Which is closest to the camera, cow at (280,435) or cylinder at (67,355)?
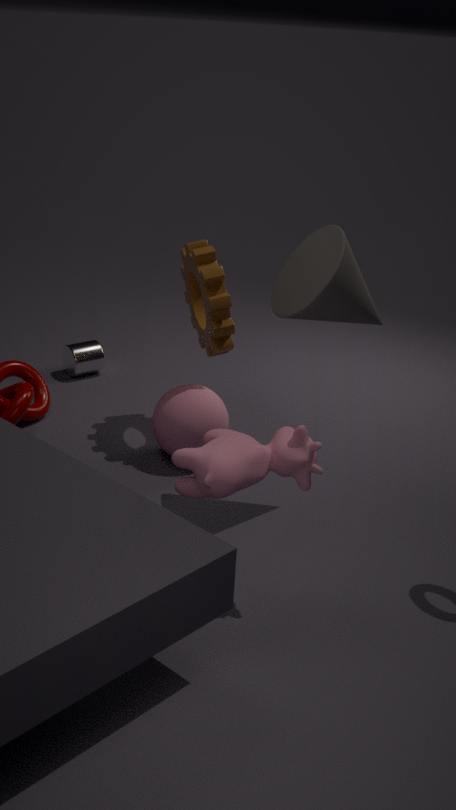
cow at (280,435)
